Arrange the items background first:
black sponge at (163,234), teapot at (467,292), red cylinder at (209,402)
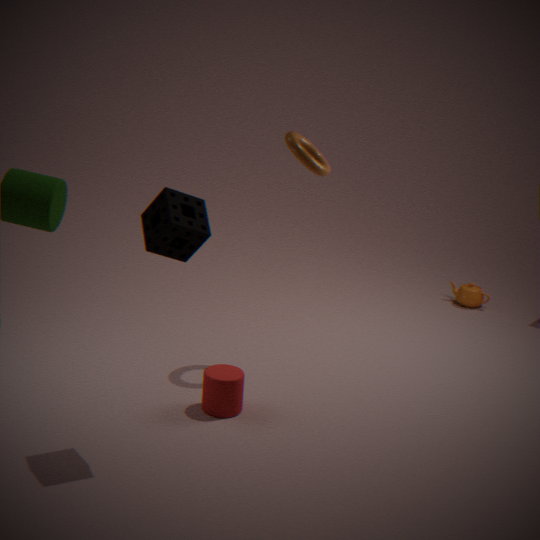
teapot at (467,292) → red cylinder at (209,402) → black sponge at (163,234)
